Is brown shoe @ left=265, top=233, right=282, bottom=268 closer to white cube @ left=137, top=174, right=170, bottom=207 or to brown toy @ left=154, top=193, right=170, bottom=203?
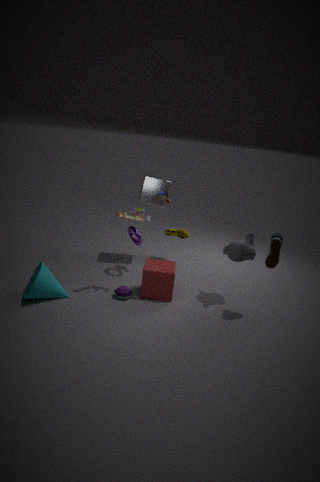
brown toy @ left=154, top=193, right=170, bottom=203
